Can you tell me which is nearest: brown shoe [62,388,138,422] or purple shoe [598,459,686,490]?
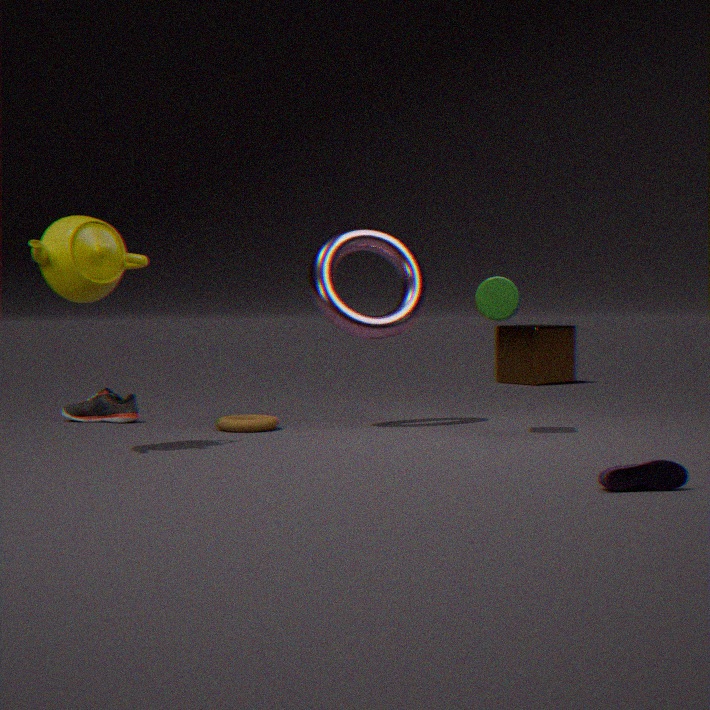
purple shoe [598,459,686,490]
